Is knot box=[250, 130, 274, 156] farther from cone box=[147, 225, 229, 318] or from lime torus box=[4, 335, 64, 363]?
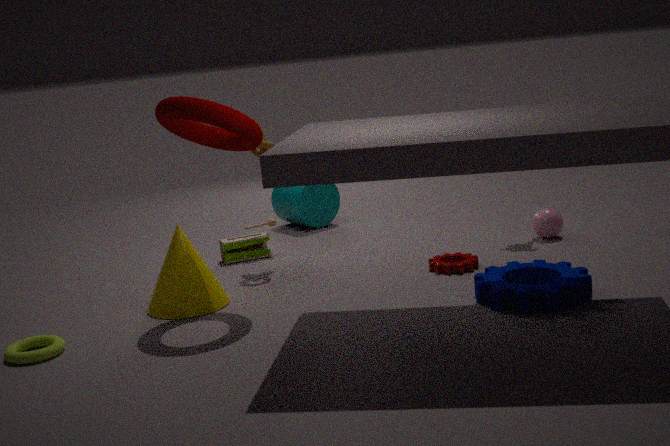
lime torus box=[4, 335, 64, 363]
